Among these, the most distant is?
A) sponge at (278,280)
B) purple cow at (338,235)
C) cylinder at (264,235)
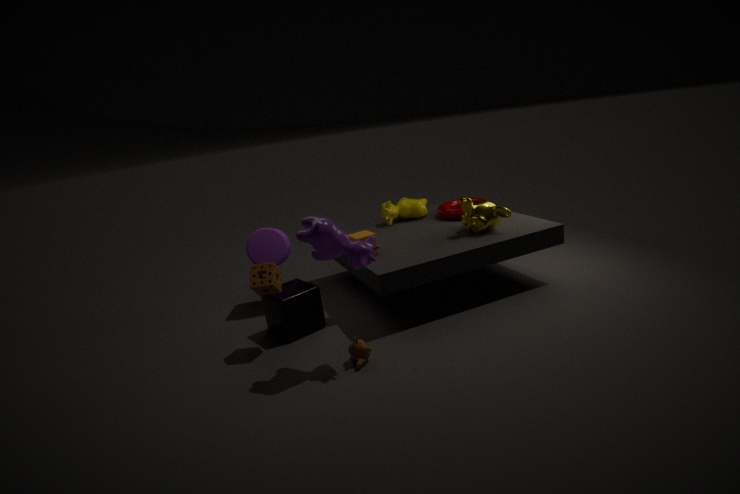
cylinder at (264,235)
